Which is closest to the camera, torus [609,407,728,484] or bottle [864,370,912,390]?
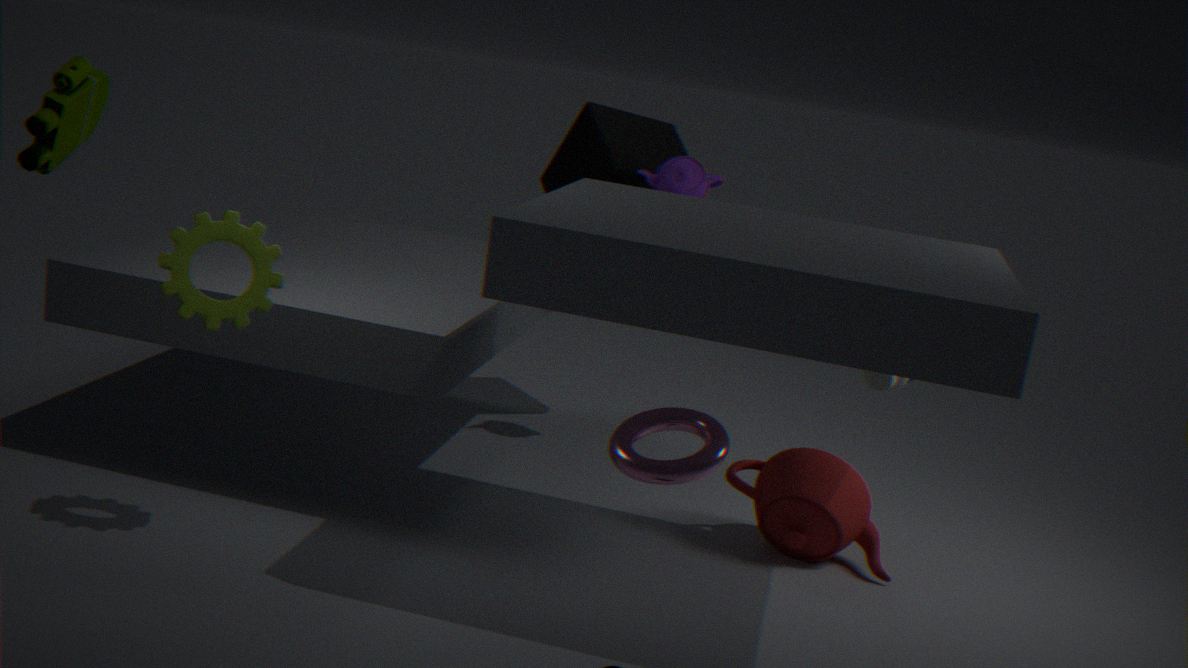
torus [609,407,728,484]
